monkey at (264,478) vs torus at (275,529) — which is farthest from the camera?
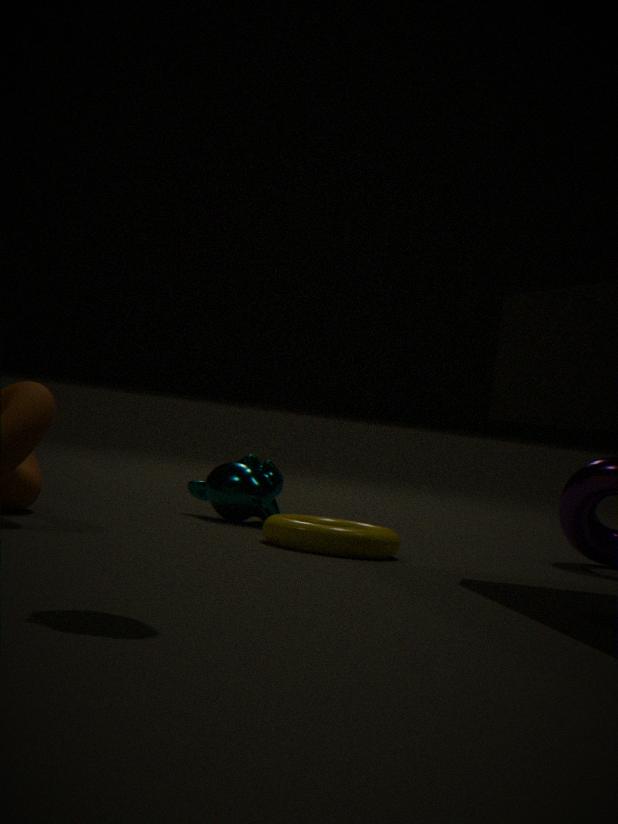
monkey at (264,478)
